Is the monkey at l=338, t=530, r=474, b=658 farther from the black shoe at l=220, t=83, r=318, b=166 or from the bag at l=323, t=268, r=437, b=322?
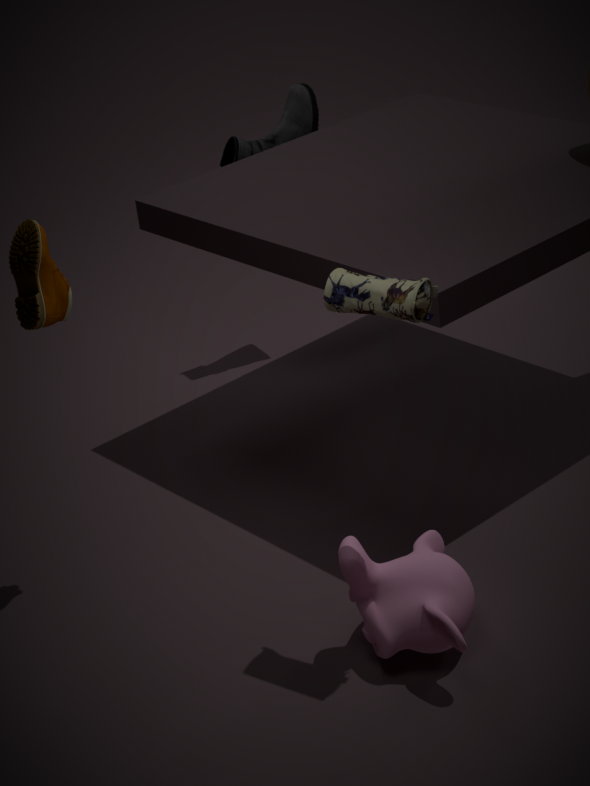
the black shoe at l=220, t=83, r=318, b=166
